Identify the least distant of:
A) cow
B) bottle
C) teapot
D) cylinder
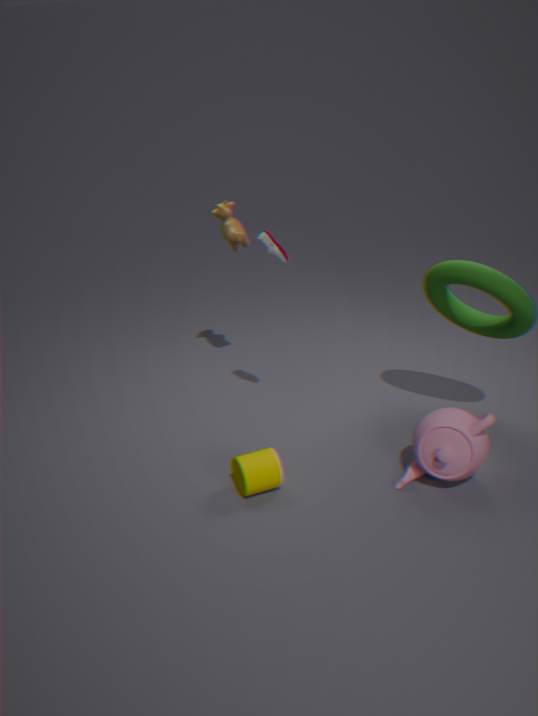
teapot
